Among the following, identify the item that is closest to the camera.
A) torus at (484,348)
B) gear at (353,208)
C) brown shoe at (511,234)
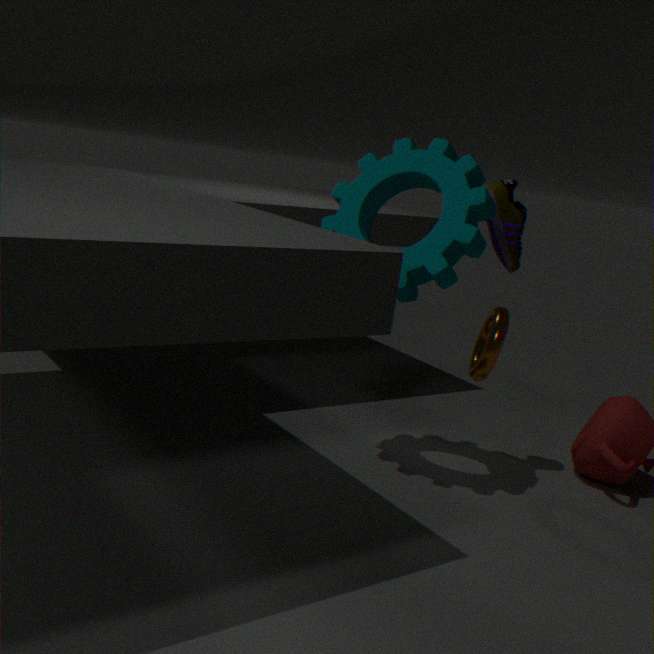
gear at (353,208)
